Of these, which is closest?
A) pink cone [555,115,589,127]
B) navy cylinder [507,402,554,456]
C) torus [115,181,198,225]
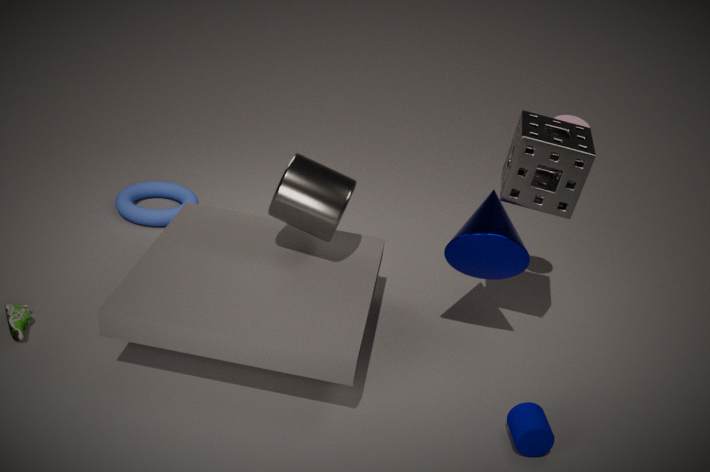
navy cylinder [507,402,554,456]
